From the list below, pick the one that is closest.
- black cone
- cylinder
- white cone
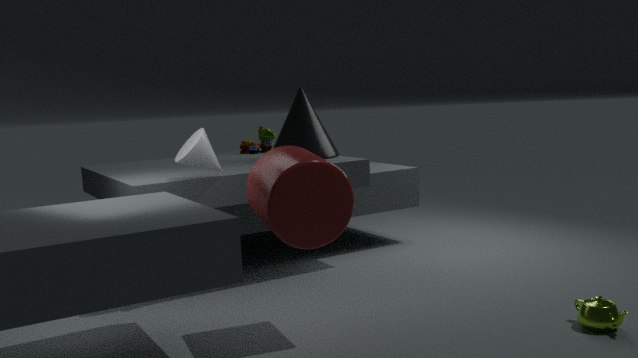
cylinder
